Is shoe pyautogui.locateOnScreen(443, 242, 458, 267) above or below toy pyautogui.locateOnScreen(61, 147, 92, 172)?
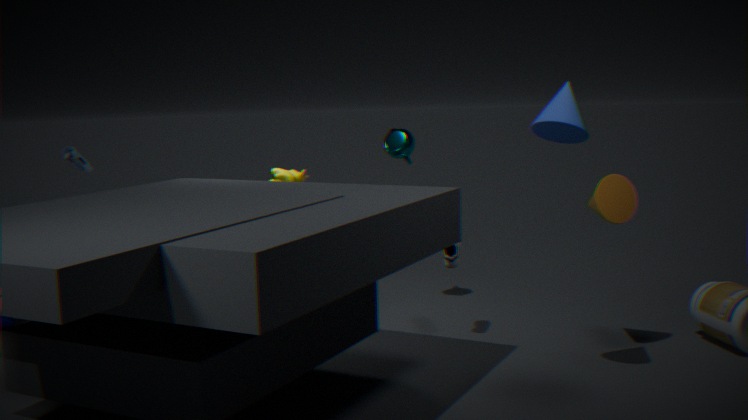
below
